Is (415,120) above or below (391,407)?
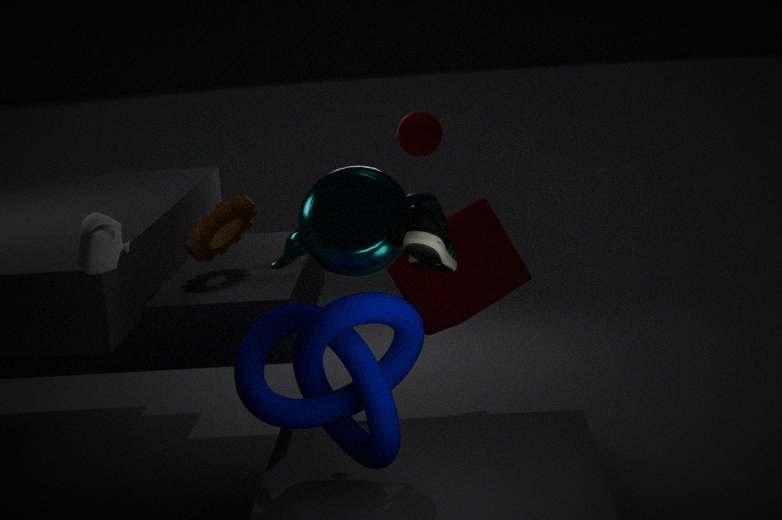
above
